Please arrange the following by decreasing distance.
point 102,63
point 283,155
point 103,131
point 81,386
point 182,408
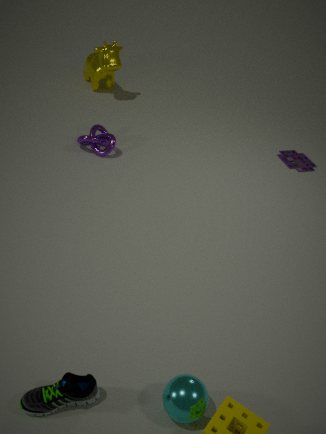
1. point 102,63
2. point 283,155
3. point 103,131
4. point 81,386
5. point 182,408
